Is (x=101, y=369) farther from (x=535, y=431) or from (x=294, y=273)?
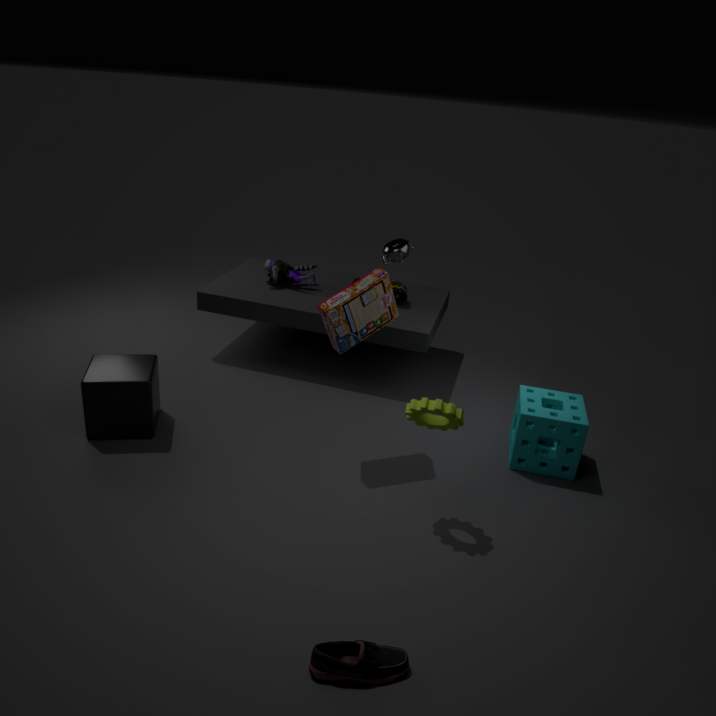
(x=535, y=431)
